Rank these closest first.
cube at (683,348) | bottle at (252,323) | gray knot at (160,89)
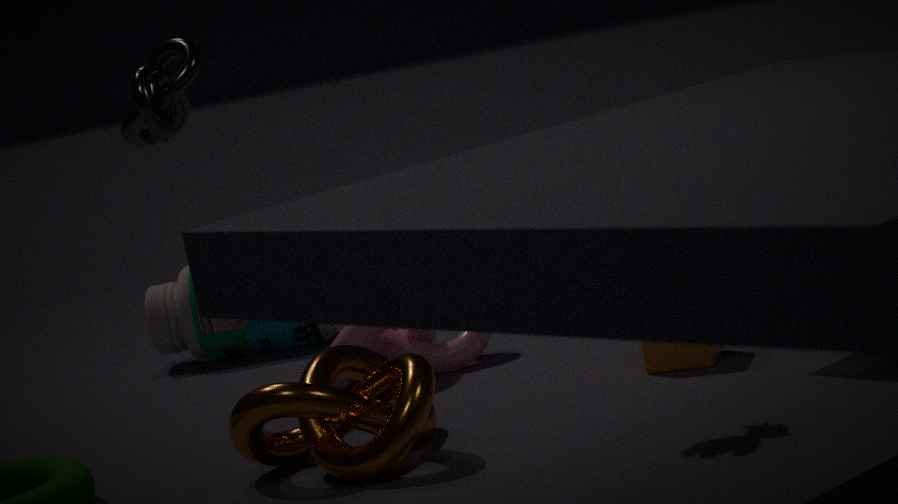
1. gray knot at (160,89)
2. cube at (683,348)
3. bottle at (252,323)
